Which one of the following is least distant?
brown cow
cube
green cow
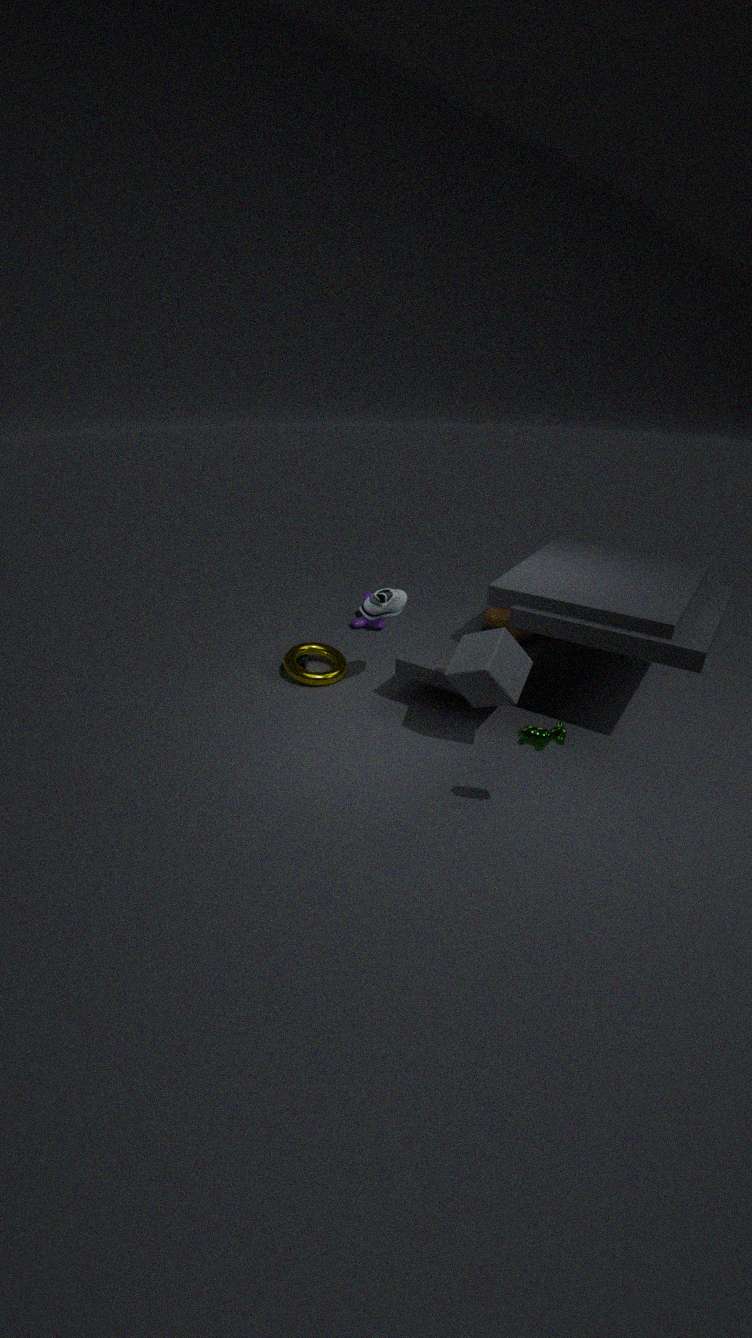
green cow
